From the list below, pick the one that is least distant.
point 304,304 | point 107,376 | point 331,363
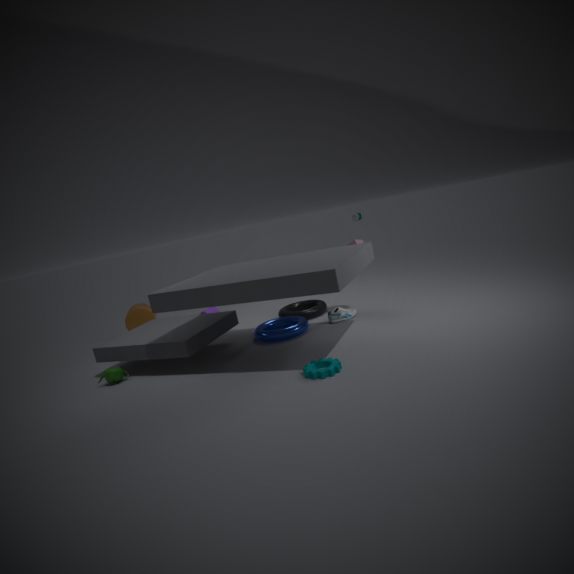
point 331,363
